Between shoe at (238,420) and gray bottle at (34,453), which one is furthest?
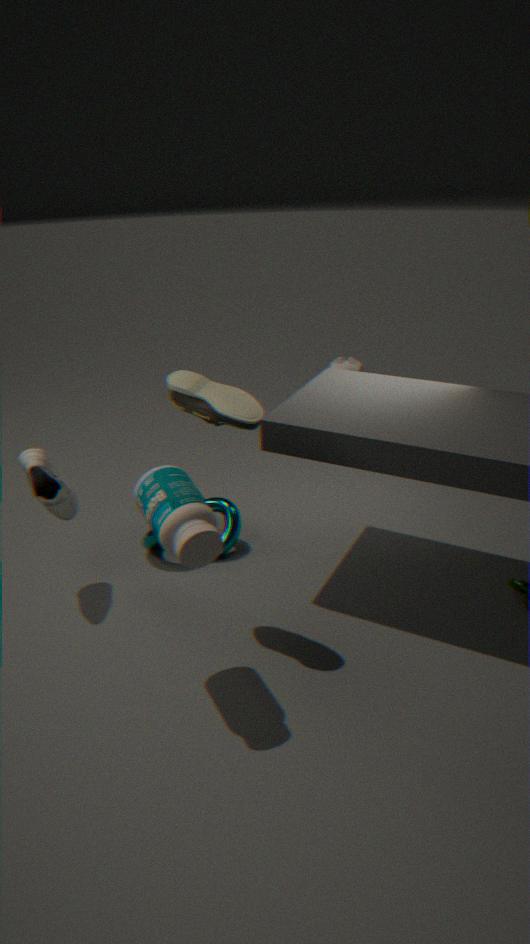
gray bottle at (34,453)
